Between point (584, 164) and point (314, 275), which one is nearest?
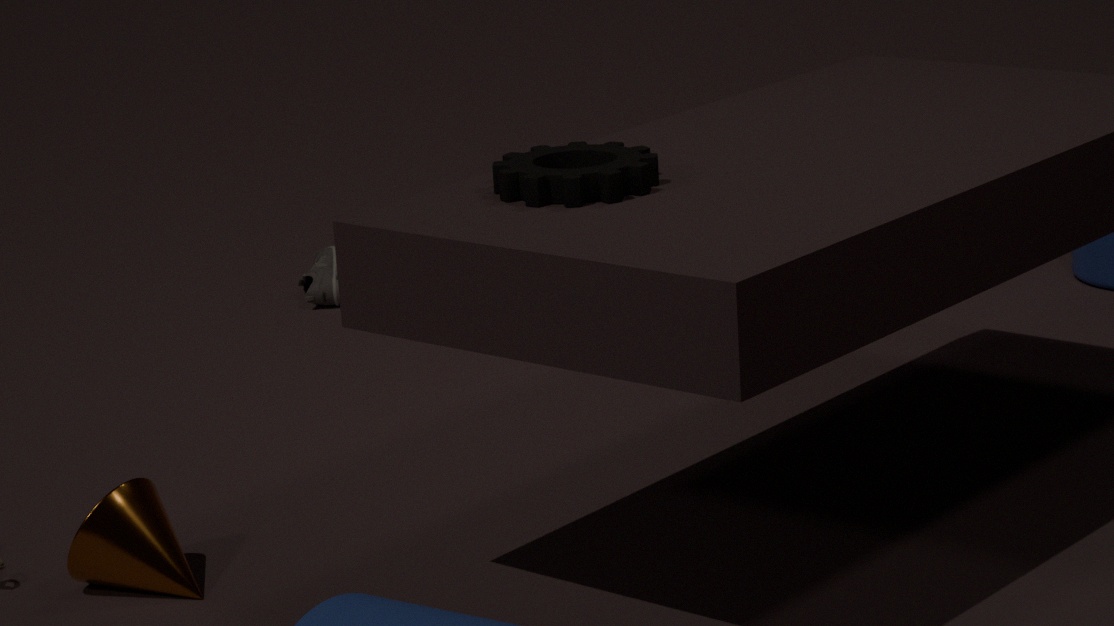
point (584, 164)
